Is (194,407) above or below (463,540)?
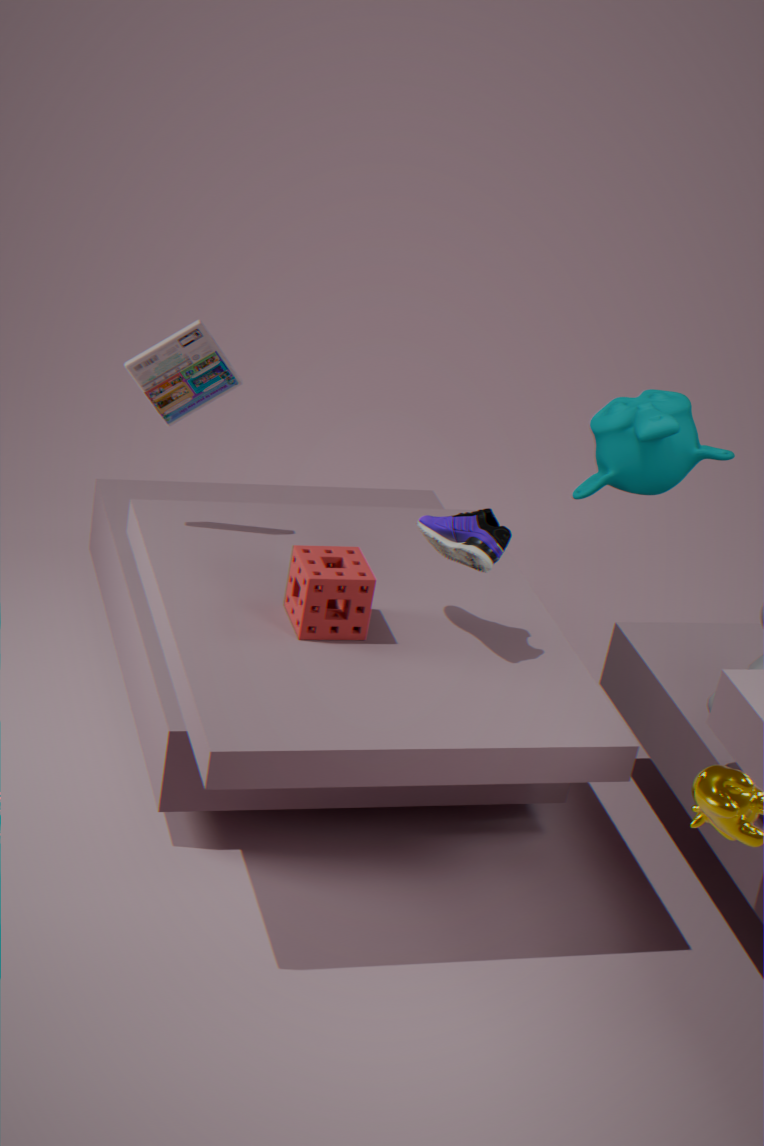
above
